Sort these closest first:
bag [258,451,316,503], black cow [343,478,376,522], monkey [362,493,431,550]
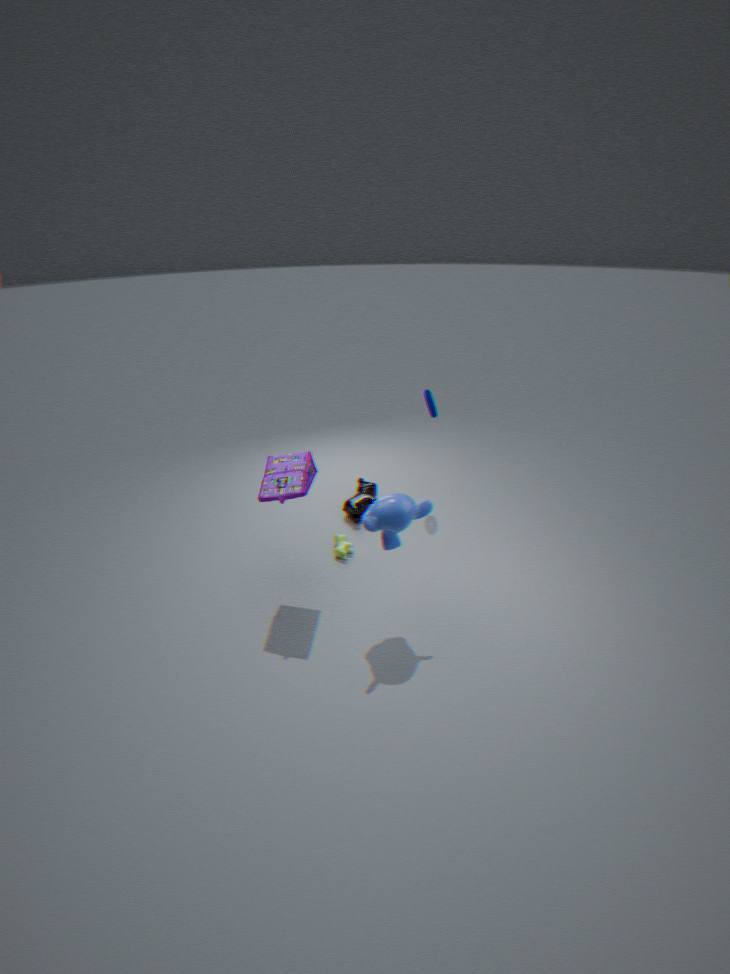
monkey [362,493,431,550] < bag [258,451,316,503] < black cow [343,478,376,522]
